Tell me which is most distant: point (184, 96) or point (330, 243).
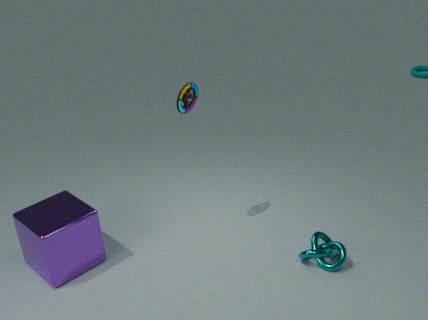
point (184, 96)
